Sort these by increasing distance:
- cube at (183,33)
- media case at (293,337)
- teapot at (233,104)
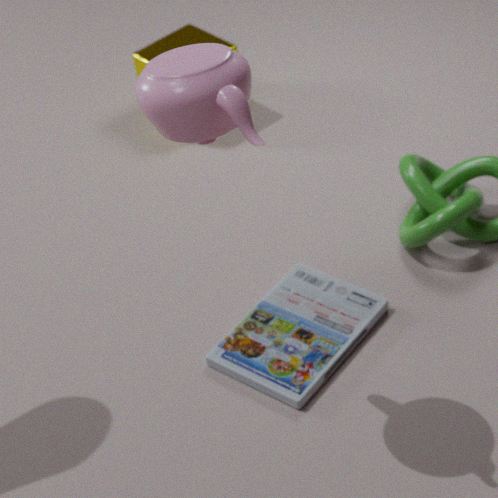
teapot at (233,104) → media case at (293,337) → cube at (183,33)
